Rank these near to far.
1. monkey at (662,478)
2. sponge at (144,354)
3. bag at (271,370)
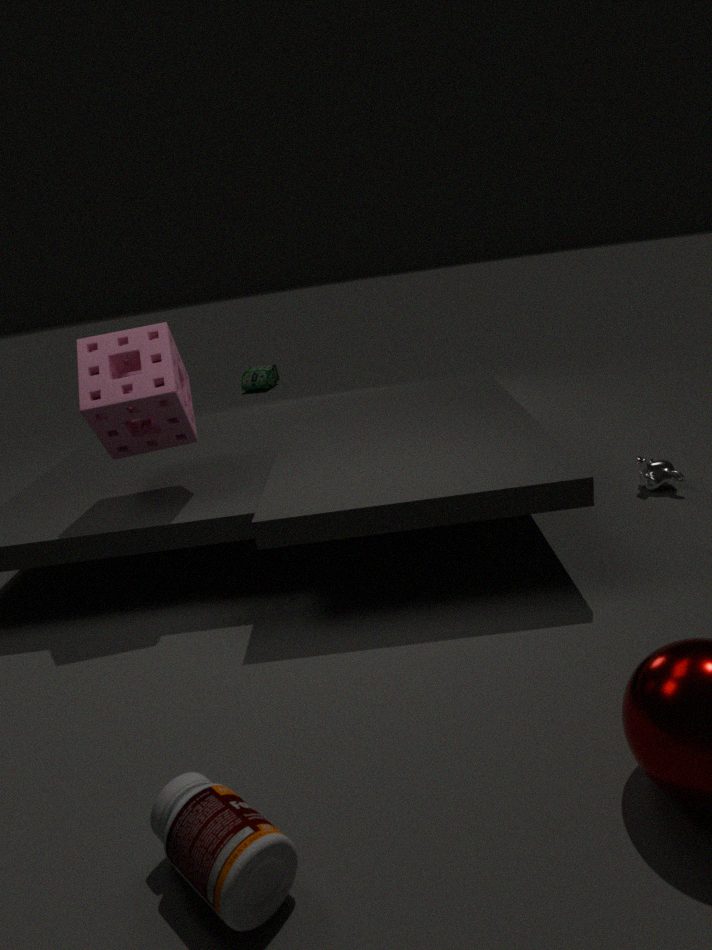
sponge at (144,354), monkey at (662,478), bag at (271,370)
